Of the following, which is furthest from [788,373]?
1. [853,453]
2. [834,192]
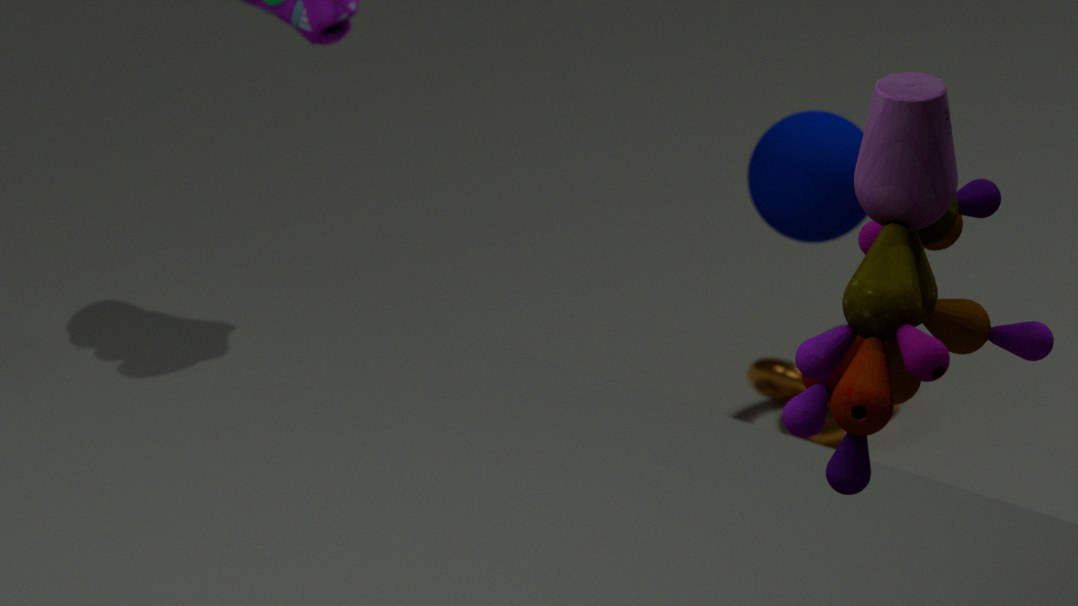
[853,453]
